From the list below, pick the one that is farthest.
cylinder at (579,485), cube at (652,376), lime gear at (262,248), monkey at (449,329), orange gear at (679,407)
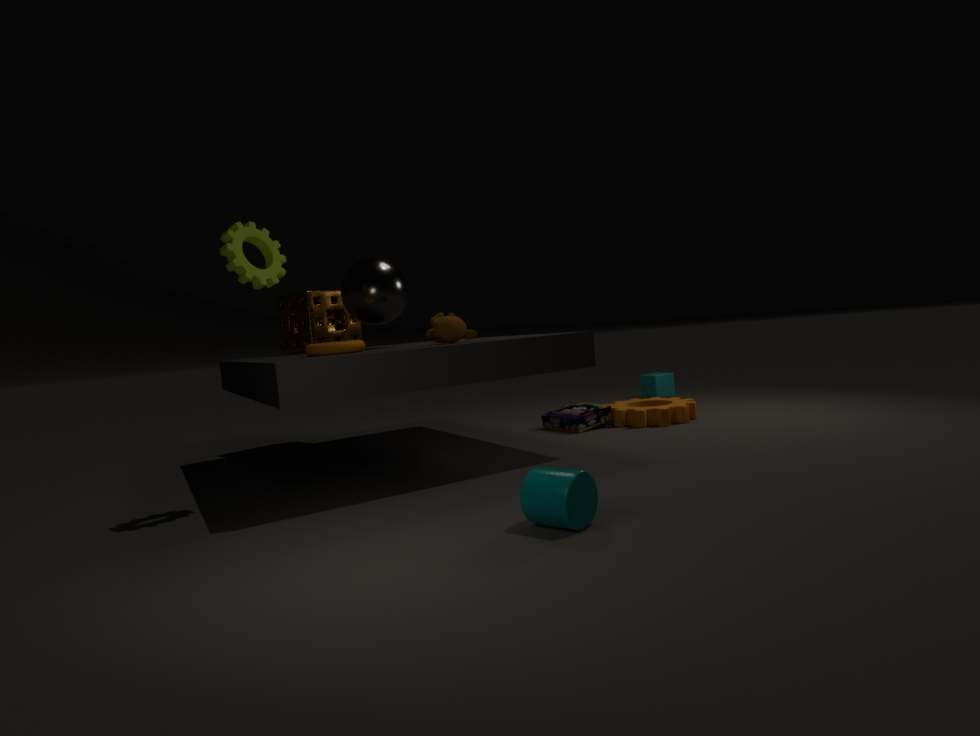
cube at (652,376)
